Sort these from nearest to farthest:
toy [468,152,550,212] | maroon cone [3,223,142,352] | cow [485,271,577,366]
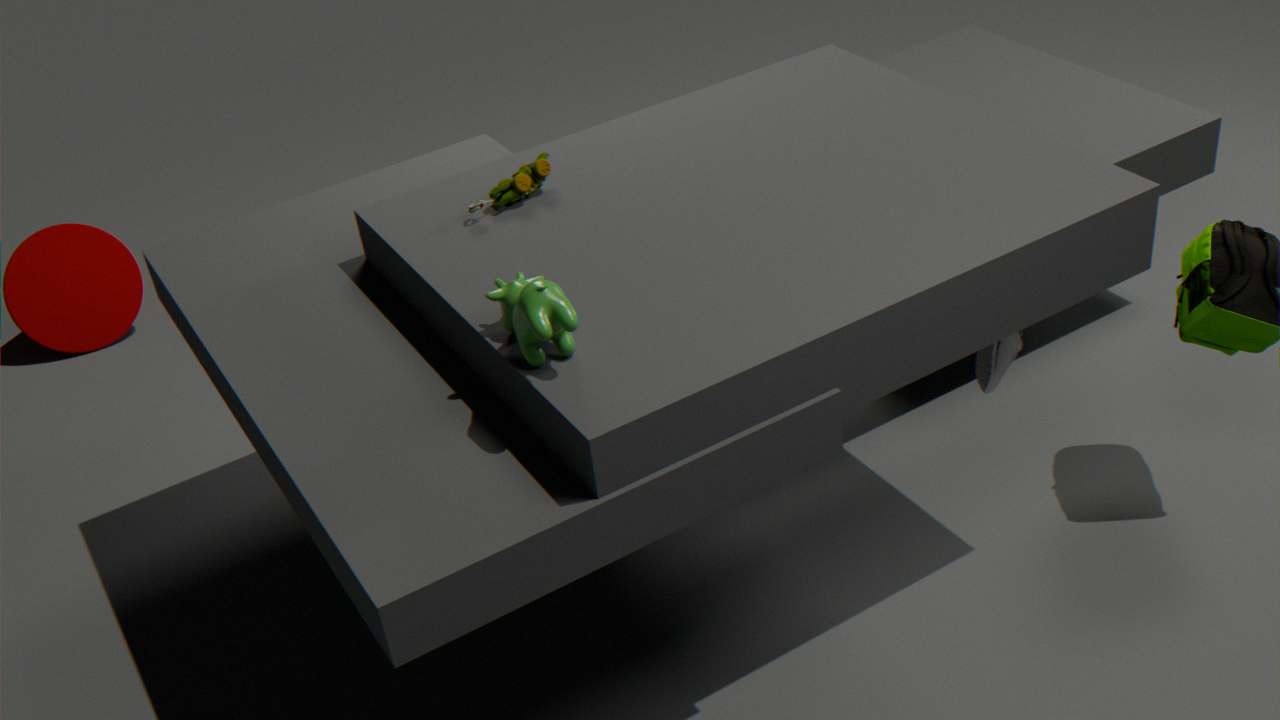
cow [485,271,577,366] → toy [468,152,550,212] → maroon cone [3,223,142,352]
